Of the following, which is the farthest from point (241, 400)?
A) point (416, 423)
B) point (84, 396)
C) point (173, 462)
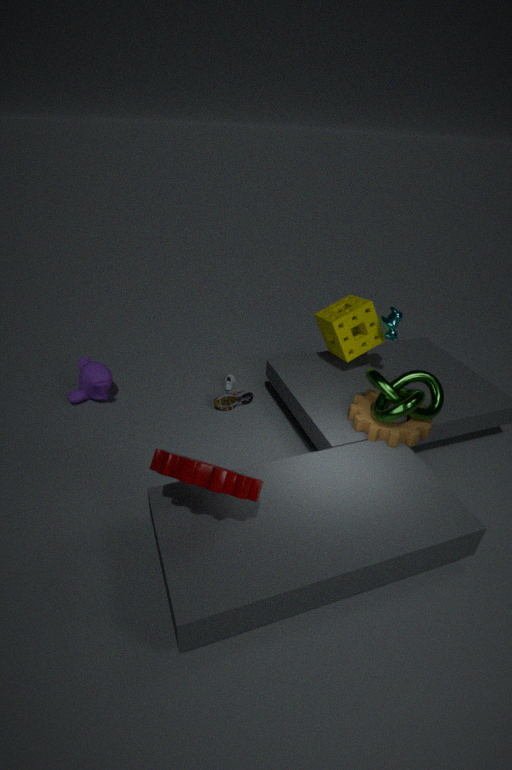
point (173, 462)
